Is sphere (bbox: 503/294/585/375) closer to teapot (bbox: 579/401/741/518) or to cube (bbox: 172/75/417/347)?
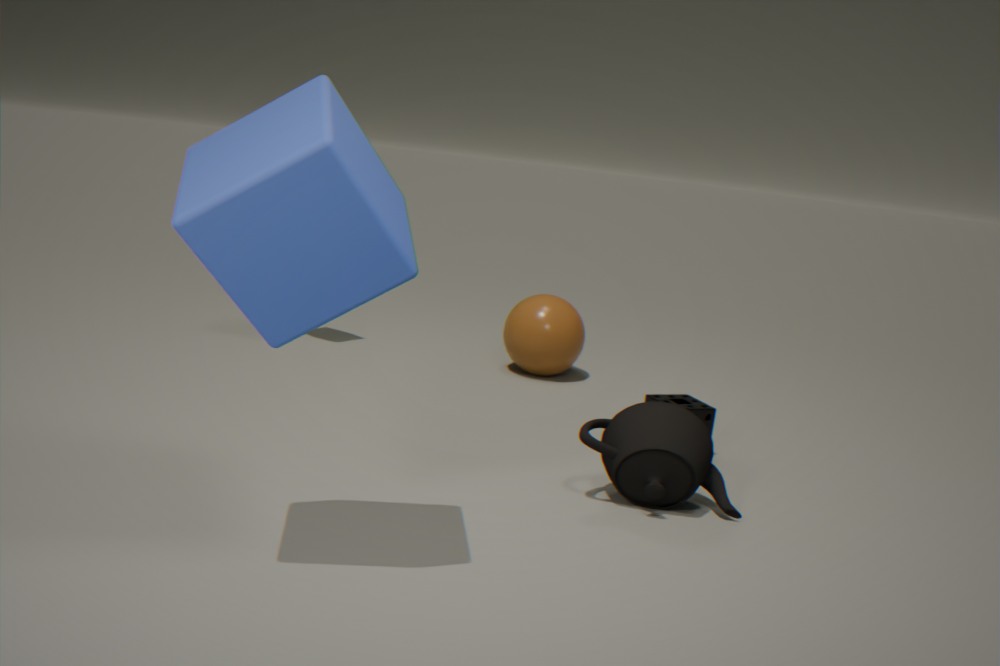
teapot (bbox: 579/401/741/518)
